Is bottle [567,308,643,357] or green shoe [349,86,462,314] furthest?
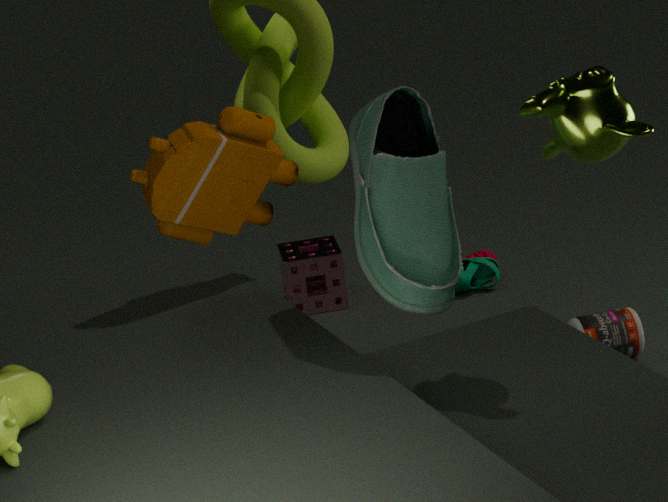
bottle [567,308,643,357]
